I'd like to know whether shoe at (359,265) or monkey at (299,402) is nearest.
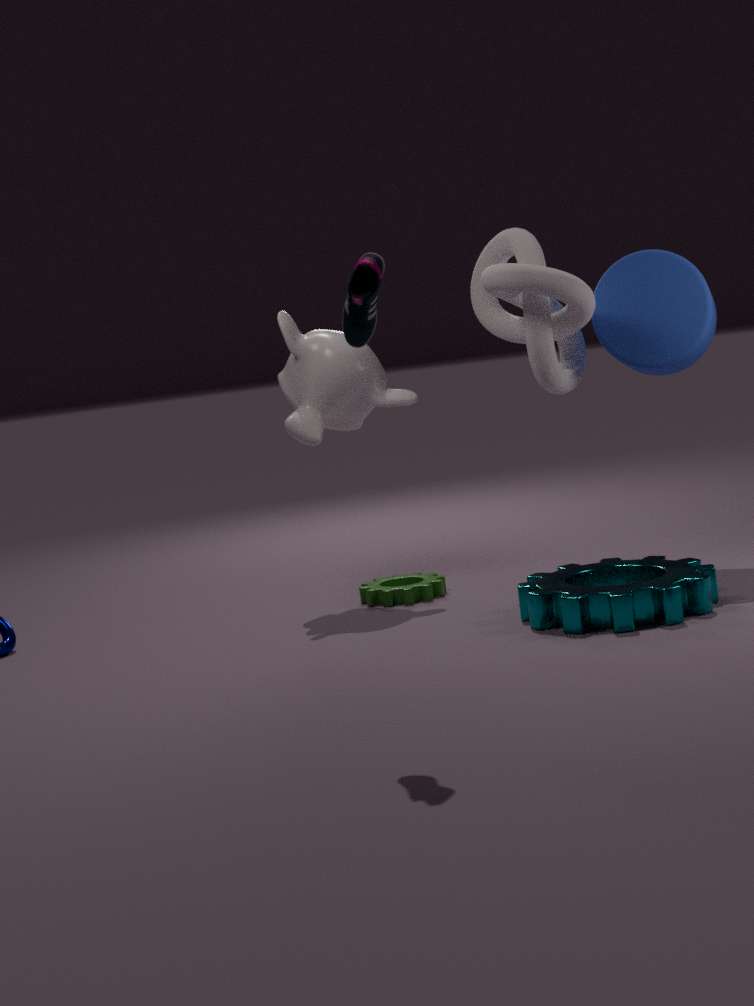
shoe at (359,265)
